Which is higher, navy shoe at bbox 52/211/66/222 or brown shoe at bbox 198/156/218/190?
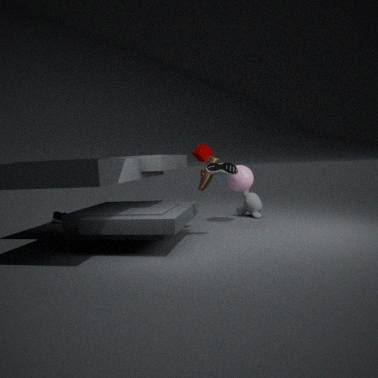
brown shoe at bbox 198/156/218/190
